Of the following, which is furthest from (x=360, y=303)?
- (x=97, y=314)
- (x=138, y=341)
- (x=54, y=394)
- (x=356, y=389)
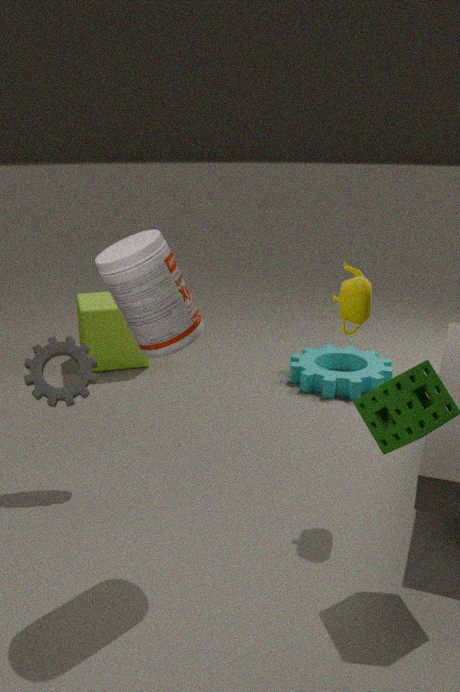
(x=97, y=314)
